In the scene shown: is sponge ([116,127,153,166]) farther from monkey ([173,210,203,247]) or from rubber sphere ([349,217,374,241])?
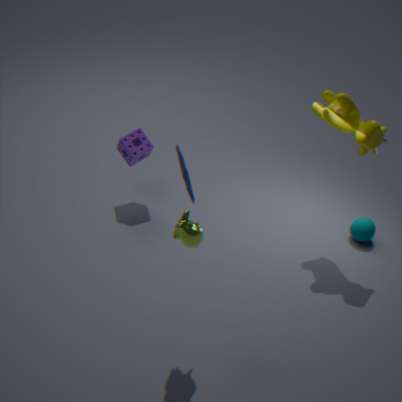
rubber sphere ([349,217,374,241])
